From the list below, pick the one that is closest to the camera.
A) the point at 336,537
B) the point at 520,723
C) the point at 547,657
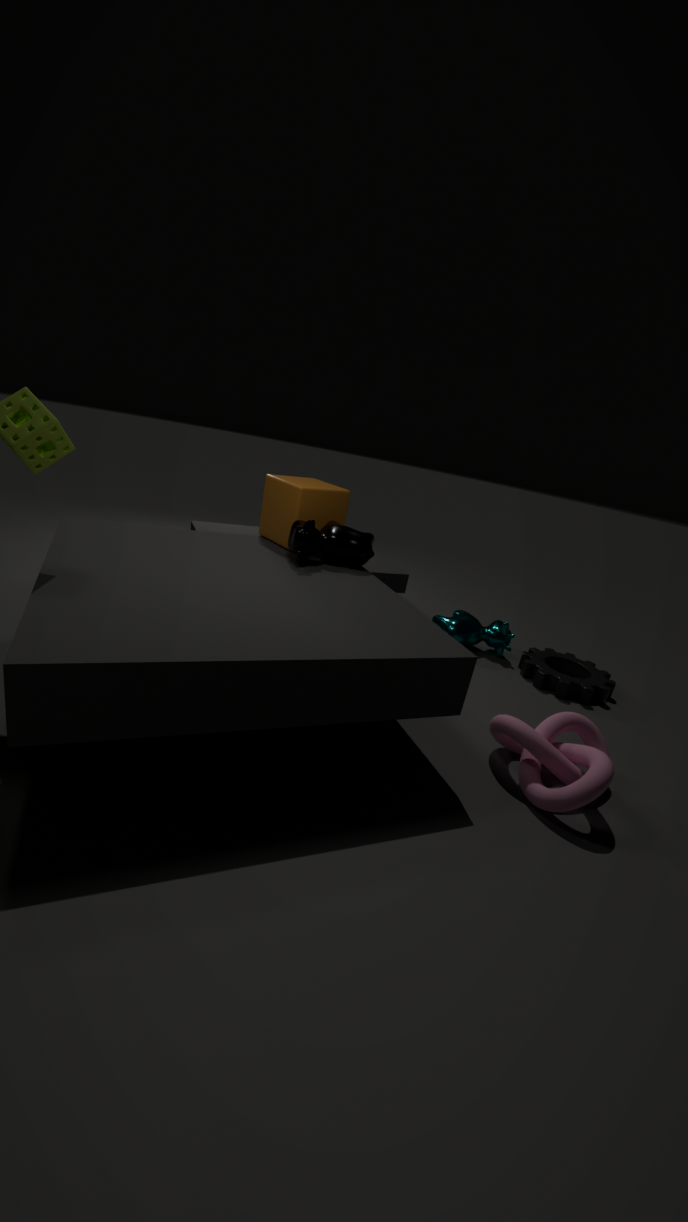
the point at 520,723
